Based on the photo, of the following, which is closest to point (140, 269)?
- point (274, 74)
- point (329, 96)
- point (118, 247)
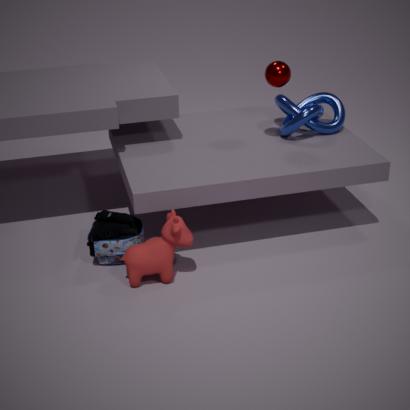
point (118, 247)
